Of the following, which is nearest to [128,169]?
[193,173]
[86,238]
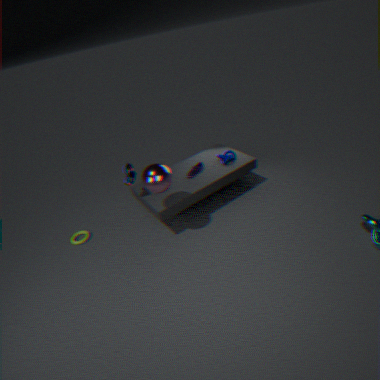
[193,173]
